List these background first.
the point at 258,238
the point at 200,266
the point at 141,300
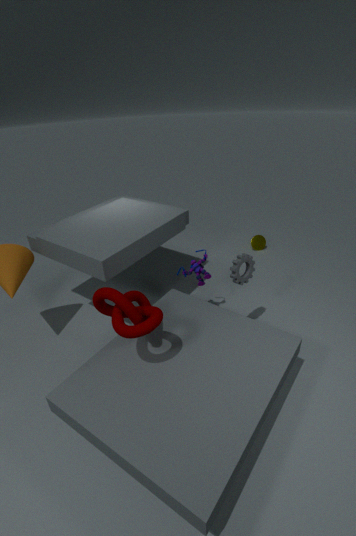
1. the point at 258,238
2. the point at 200,266
3. the point at 141,300
